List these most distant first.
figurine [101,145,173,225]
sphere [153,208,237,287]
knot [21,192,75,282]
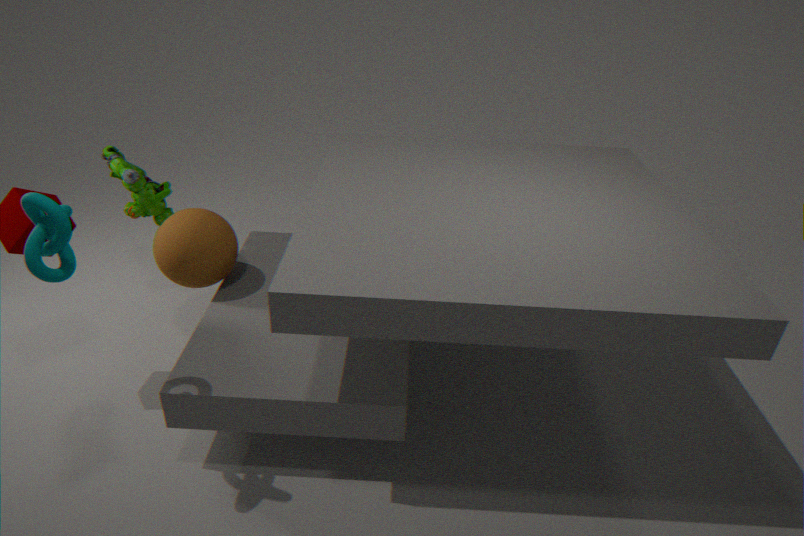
figurine [101,145,173,225] → sphere [153,208,237,287] → knot [21,192,75,282]
